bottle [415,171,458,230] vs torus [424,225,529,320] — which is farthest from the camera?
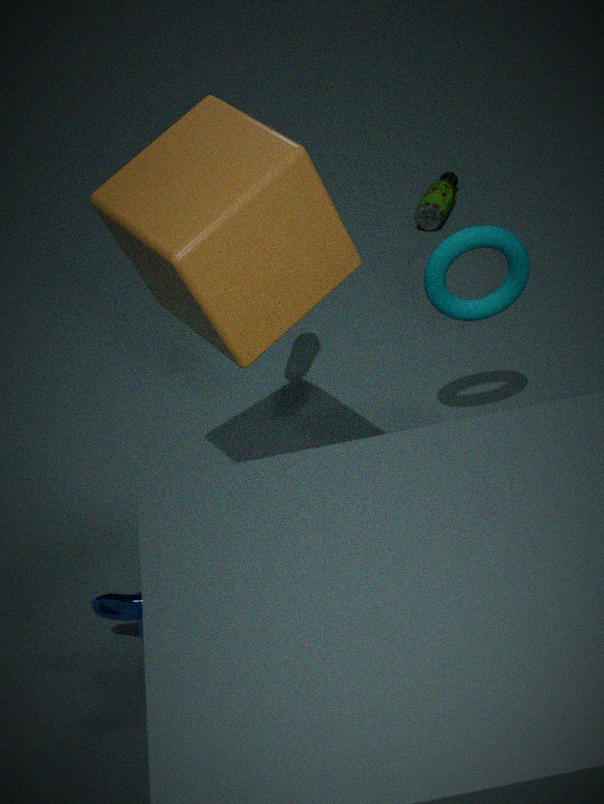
bottle [415,171,458,230]
